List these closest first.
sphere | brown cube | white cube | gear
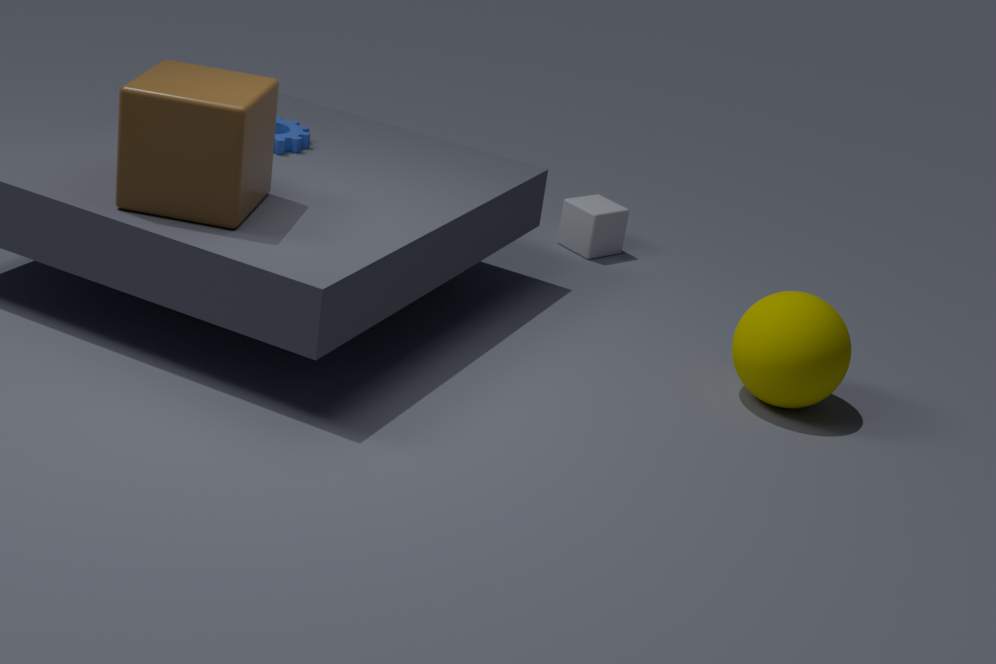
brown cube < sphere < gear < white cube
